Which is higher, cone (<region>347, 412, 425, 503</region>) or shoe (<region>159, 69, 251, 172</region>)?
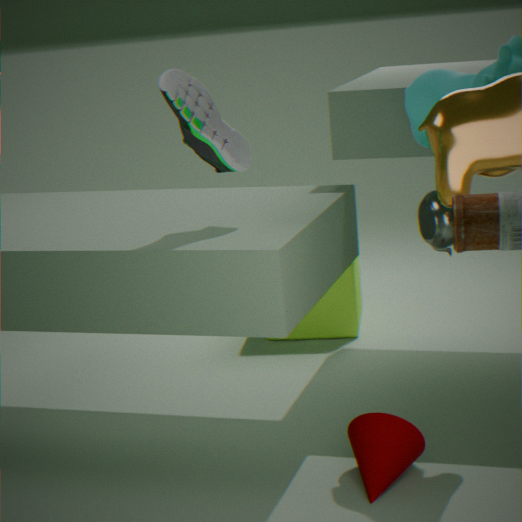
shoe (<region>159, 69, 251, 172</region>)
